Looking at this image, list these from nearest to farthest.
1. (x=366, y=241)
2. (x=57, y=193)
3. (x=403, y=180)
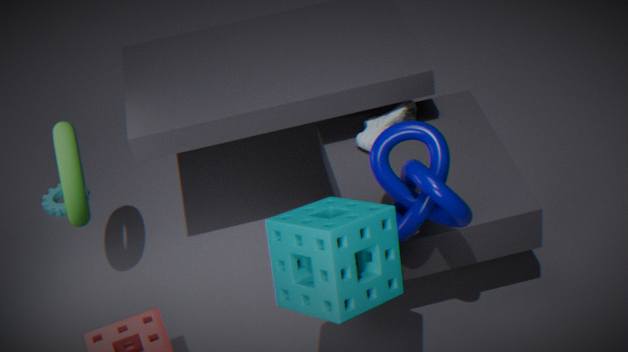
(x=366, y=241) < (x=403, y=180) < (x=57, y=193)
